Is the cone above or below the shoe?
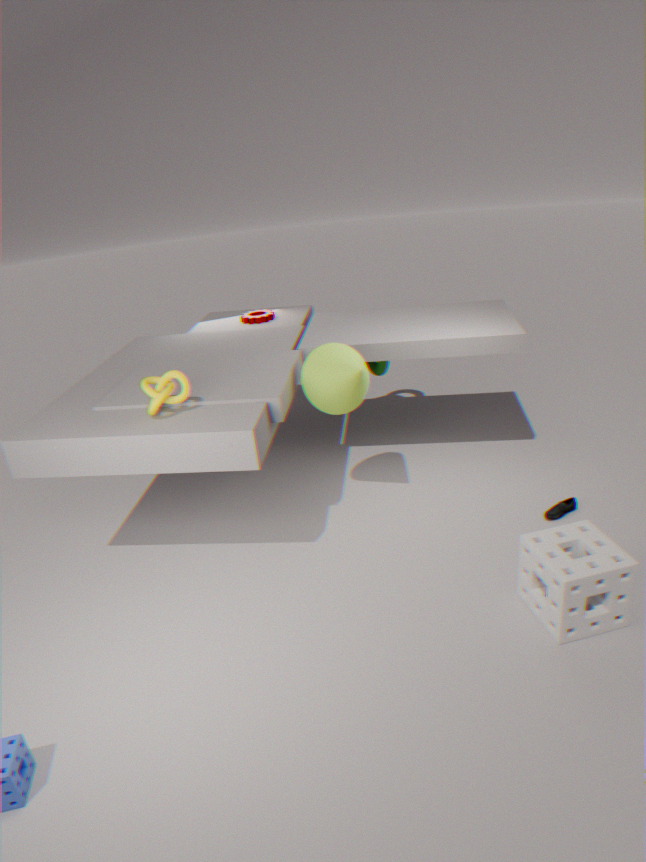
above
